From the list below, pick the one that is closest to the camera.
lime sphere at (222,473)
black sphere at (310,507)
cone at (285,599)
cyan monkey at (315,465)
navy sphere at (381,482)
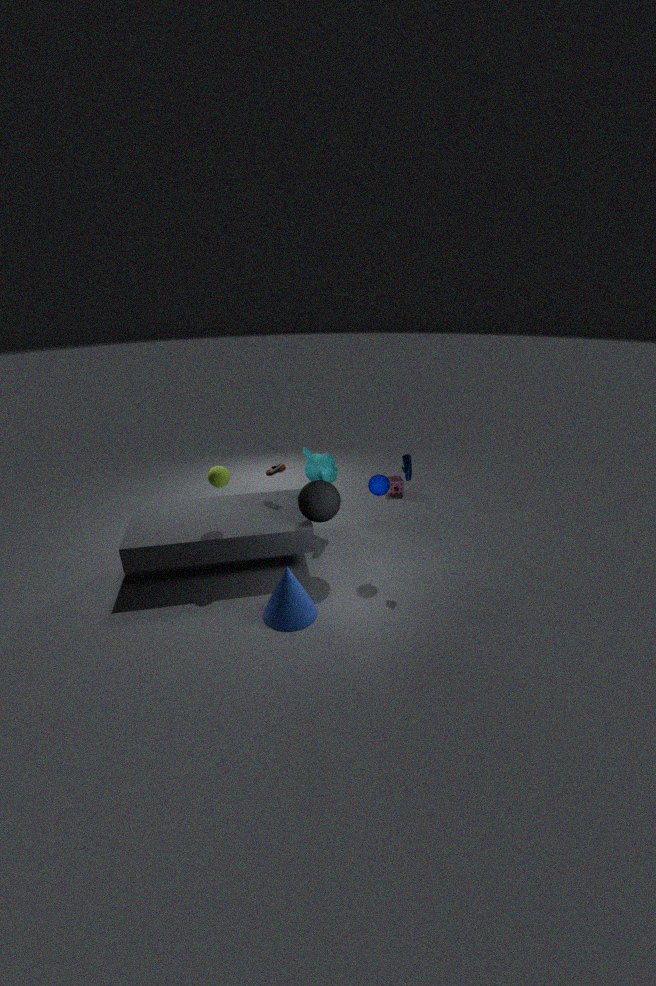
cone at (285,599)
